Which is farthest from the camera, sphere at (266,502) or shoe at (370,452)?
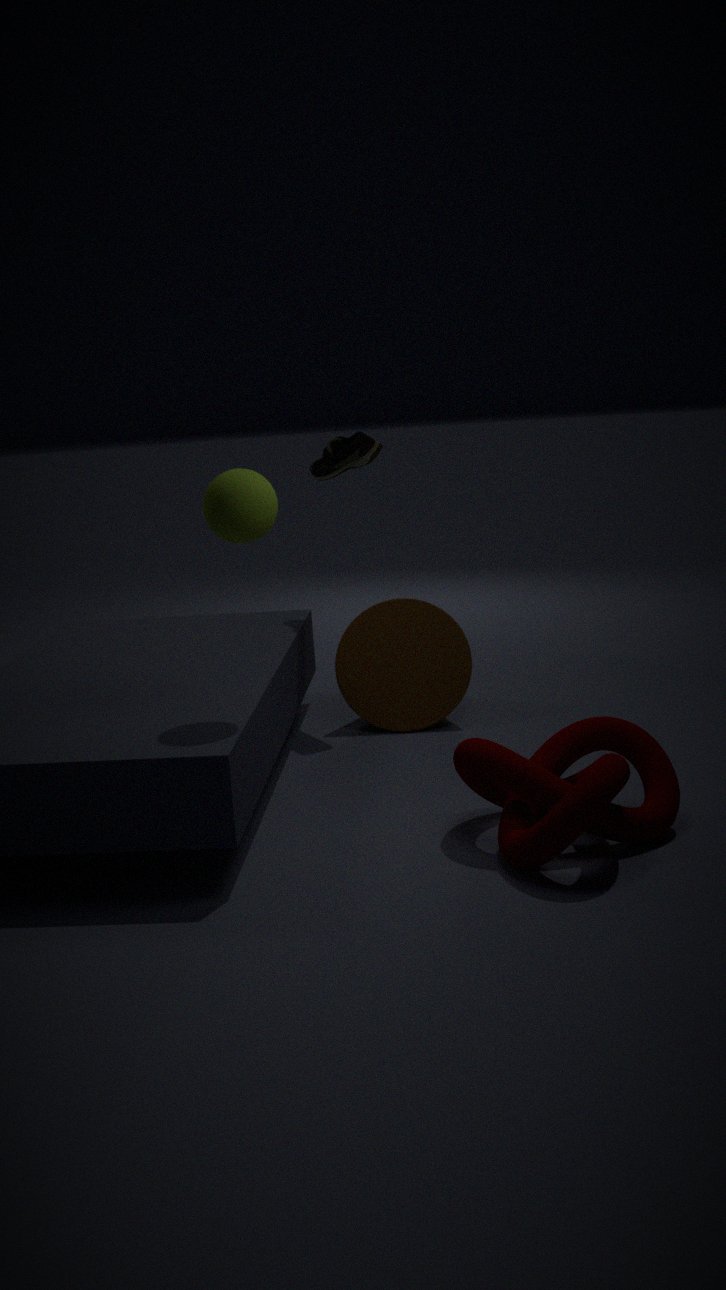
shoe at (370,452)
